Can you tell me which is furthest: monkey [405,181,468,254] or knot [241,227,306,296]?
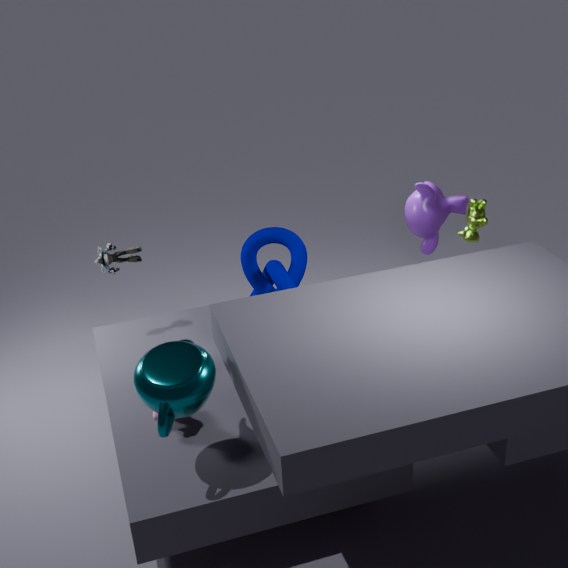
monkey [405,181,468,254]
